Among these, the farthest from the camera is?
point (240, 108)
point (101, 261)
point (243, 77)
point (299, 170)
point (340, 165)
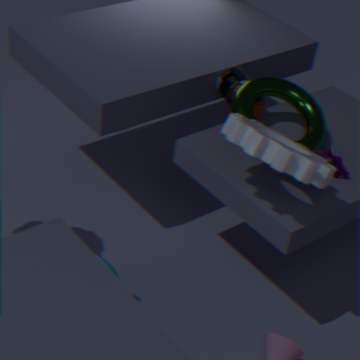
point (243, 77)
